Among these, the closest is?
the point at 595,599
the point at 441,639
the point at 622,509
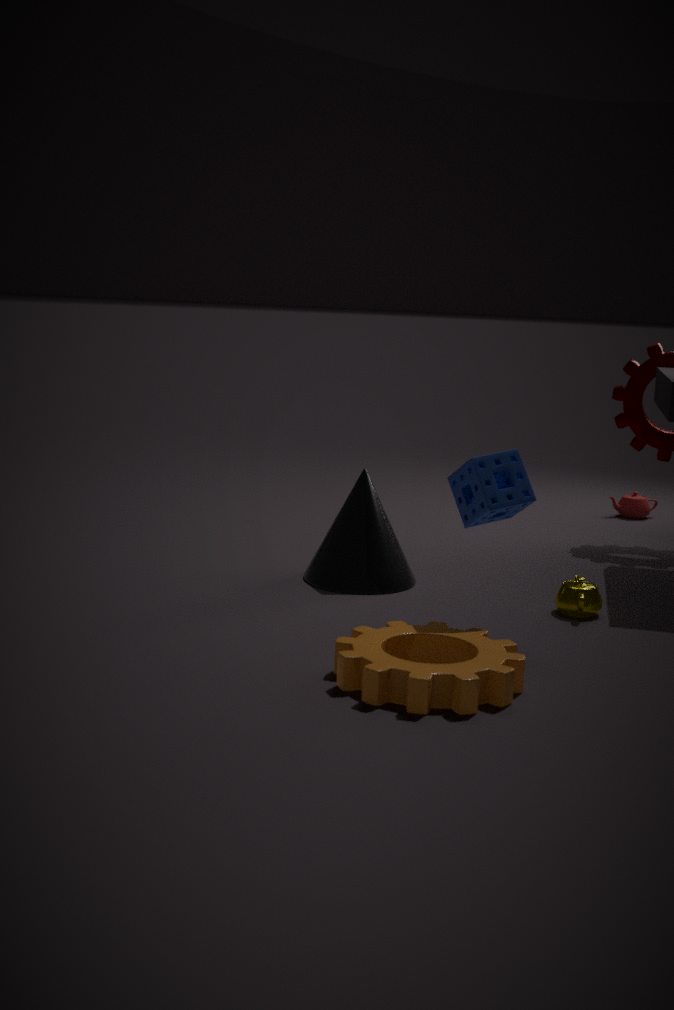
the point at 441,639
